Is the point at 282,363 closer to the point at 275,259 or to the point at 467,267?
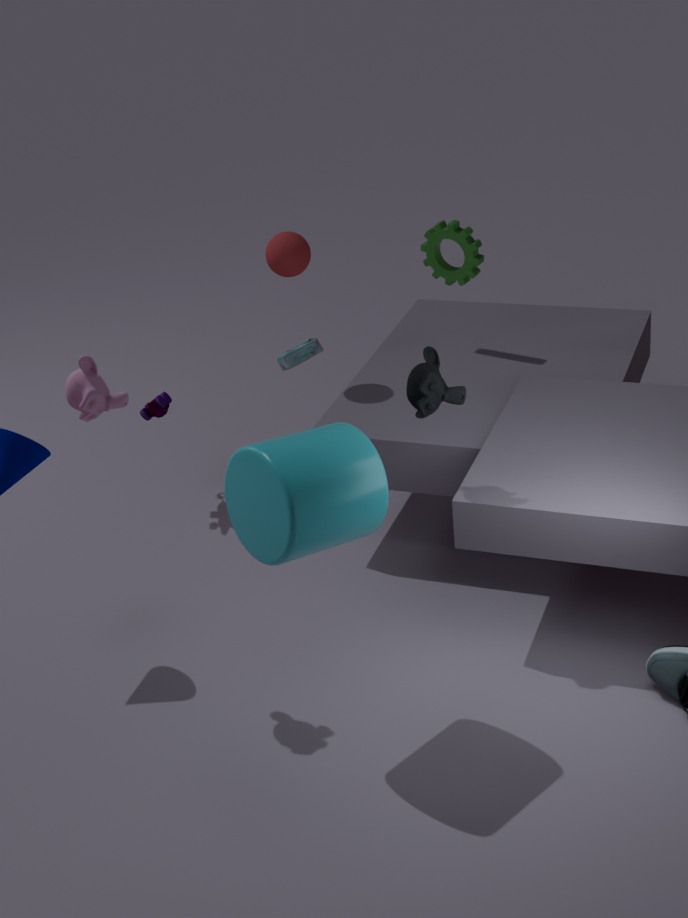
the point at 275,259
